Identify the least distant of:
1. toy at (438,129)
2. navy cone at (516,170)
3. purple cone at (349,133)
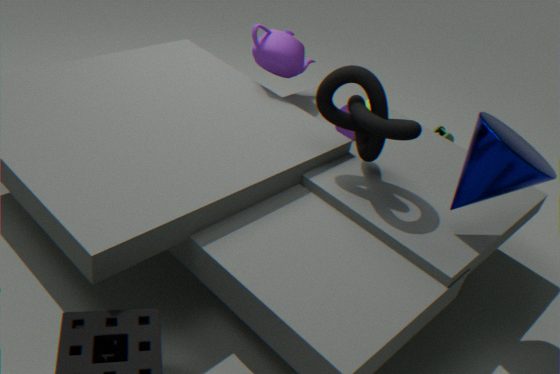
navy cone at (516,170)
